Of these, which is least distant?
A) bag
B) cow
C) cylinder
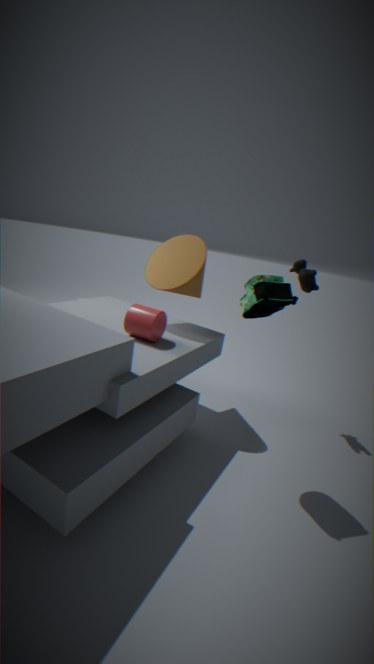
bag
